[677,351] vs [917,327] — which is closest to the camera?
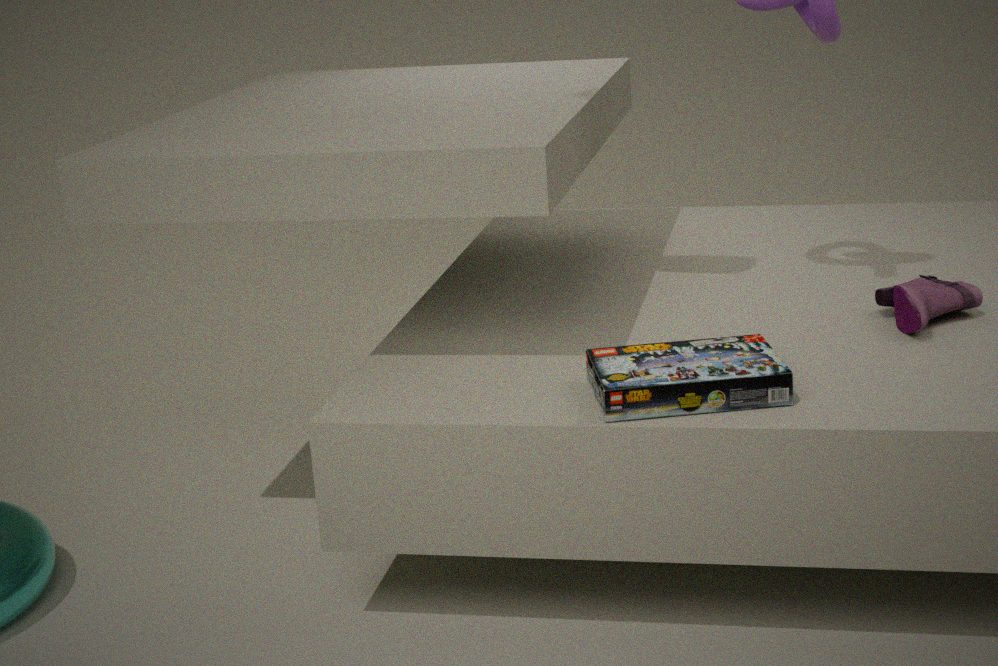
[677,351]
